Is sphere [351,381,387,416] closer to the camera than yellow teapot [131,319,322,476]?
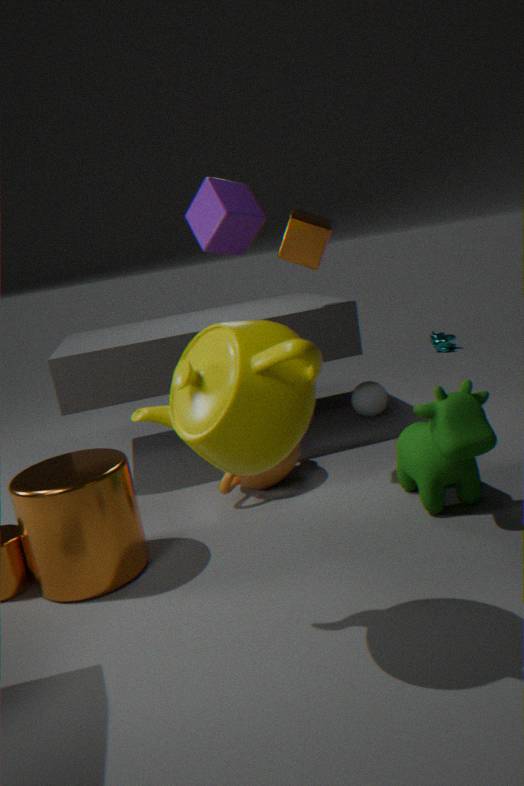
No
